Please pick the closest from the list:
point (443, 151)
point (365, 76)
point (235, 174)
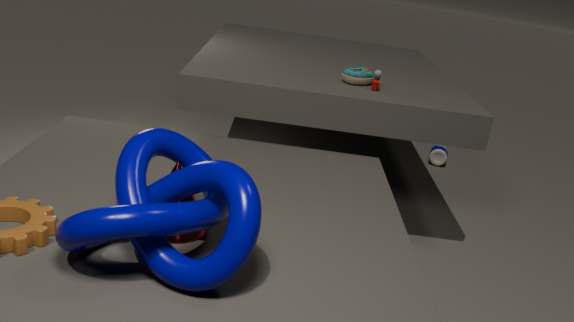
point (235, 174)
